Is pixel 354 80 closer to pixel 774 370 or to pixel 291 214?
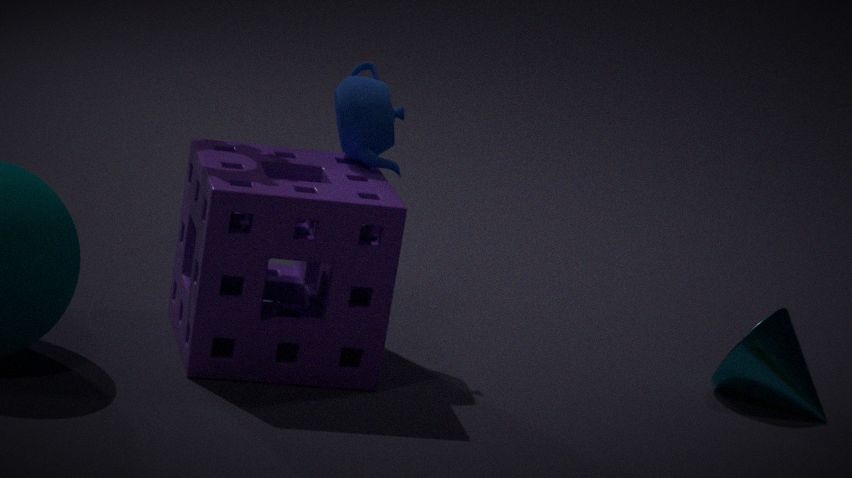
pixel 291 214
